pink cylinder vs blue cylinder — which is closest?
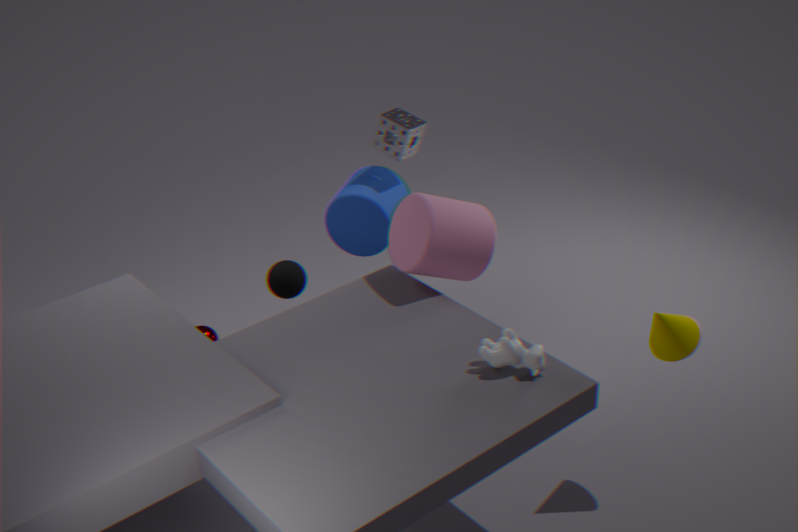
pink cylinder
